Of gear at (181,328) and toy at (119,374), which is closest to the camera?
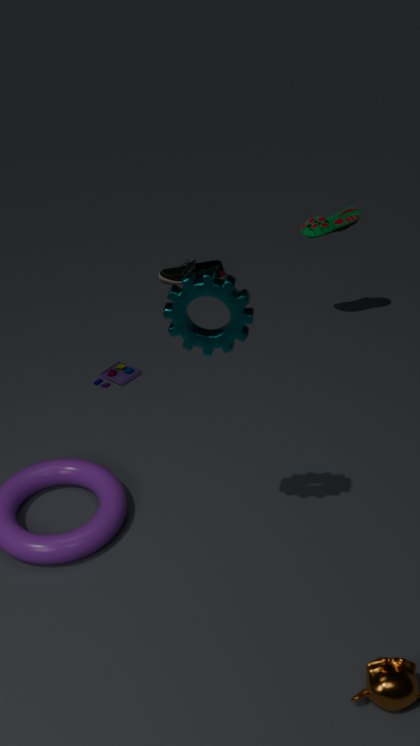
gear at (181,328)
